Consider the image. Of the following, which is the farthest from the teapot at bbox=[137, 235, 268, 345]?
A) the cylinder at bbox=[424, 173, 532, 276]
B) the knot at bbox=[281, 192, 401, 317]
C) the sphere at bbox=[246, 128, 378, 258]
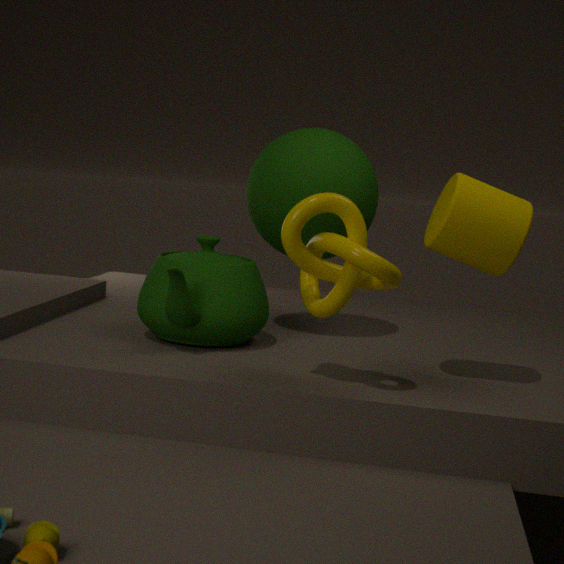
the cylinder at bbox=[424, 173, 532, 276]
